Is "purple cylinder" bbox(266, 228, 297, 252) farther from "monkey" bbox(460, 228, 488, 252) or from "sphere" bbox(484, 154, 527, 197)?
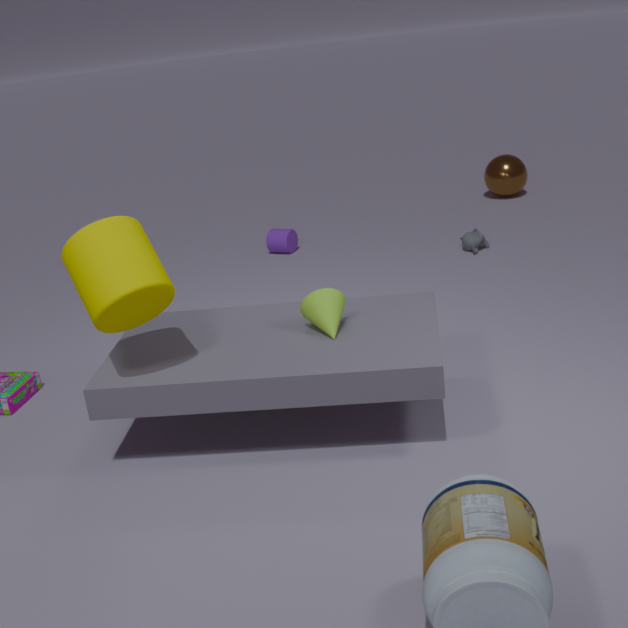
"sphere" bbox(484, 154, 527, 197)
